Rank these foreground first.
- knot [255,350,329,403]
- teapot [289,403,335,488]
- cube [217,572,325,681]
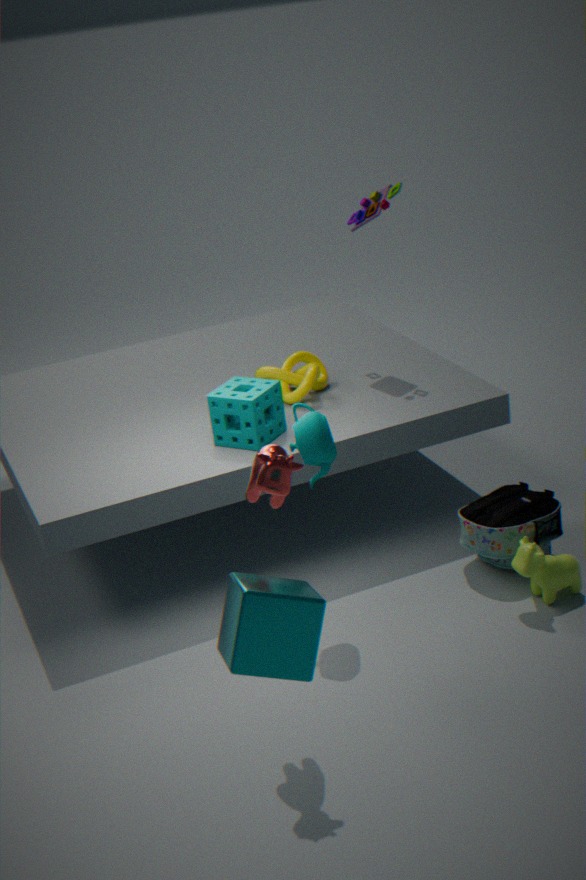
cube [217,572,325,681]
teapot [289,403,335,488]
knot [255,350,329,403]
